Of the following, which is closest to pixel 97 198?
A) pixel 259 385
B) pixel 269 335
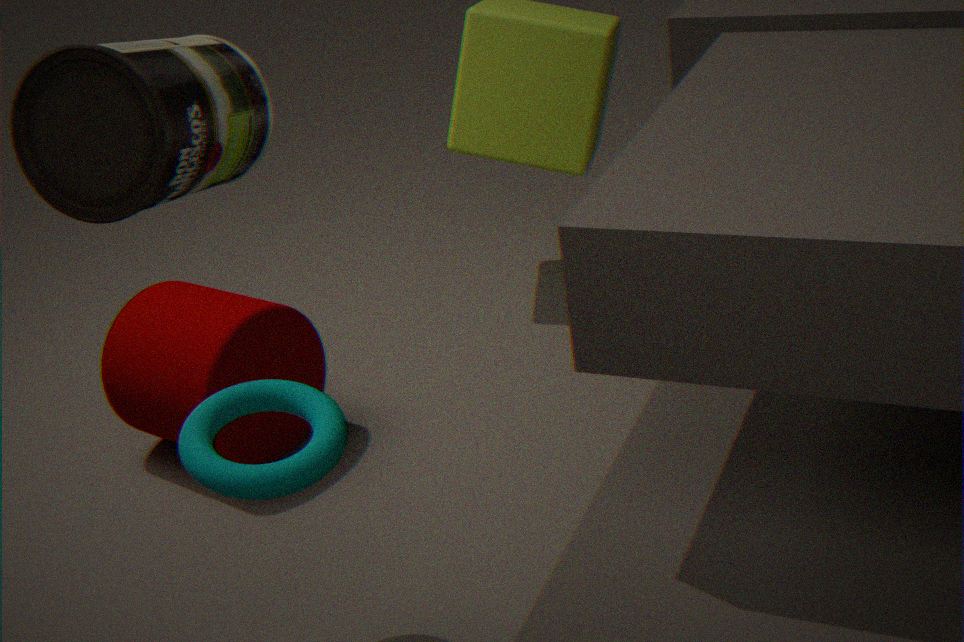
pixel 259 385
